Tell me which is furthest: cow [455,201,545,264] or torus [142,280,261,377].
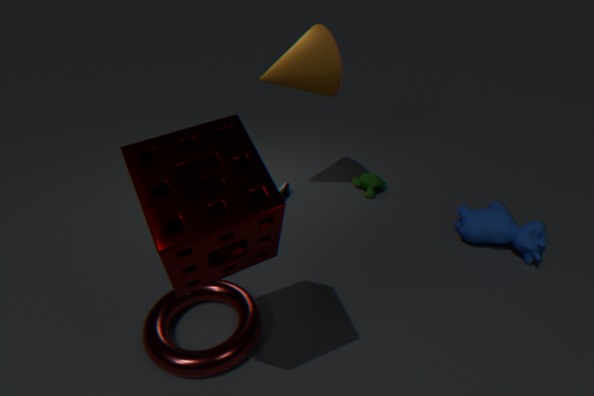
cow [455,201,545,264]
